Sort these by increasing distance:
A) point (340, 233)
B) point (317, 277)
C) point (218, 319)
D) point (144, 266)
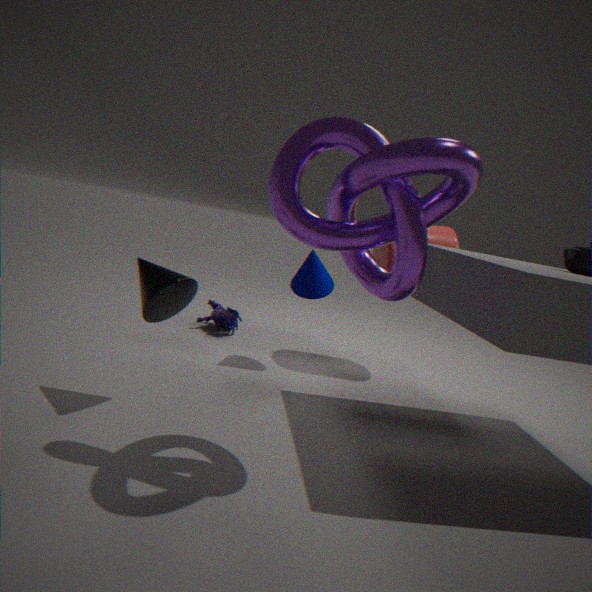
point (340, 233), point (144, 266), point (317, 277), point (218, 319)
